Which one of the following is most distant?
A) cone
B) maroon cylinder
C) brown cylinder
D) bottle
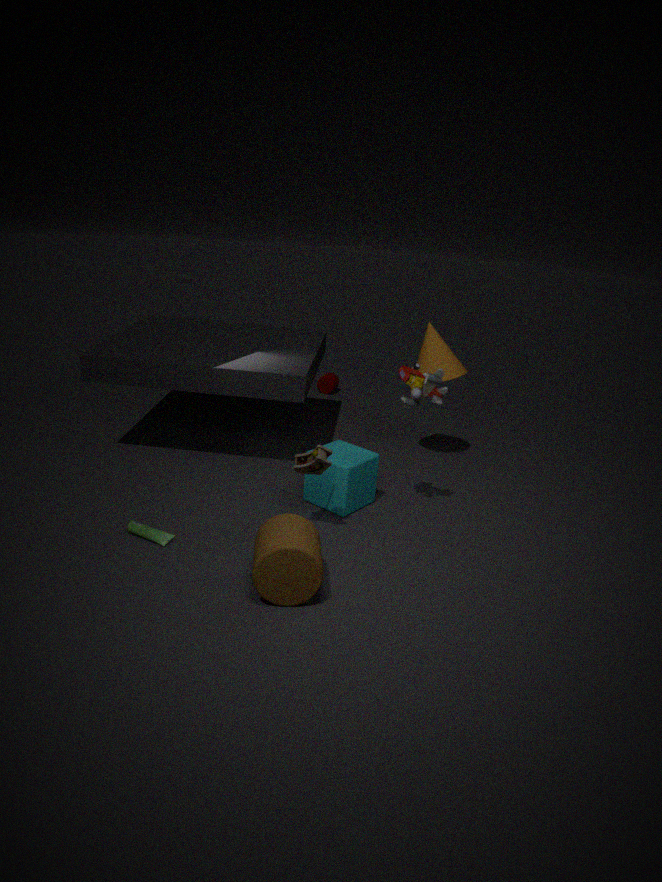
maroon cylinder
